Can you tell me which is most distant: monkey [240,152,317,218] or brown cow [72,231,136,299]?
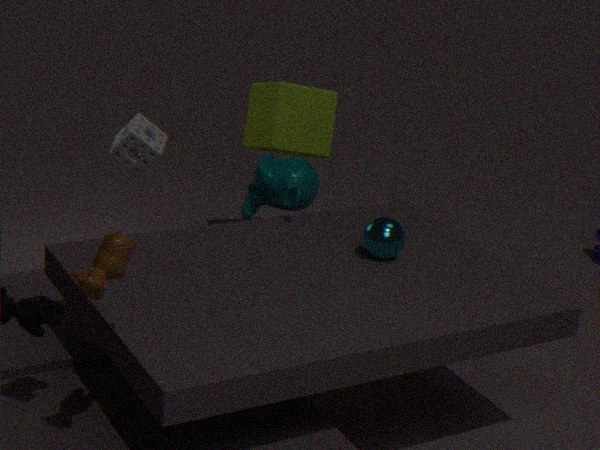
monkey [240,152,317,218]
